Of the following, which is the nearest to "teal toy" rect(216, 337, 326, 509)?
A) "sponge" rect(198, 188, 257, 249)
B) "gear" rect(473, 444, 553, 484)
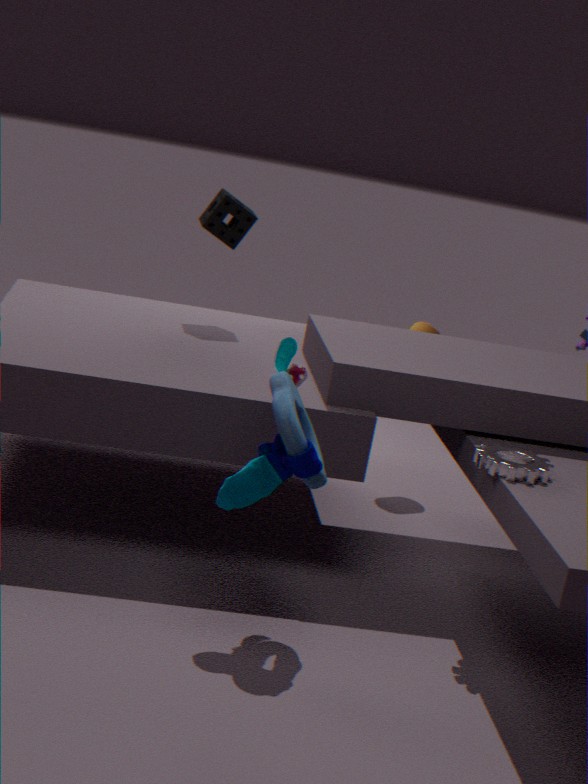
"gear" rect(473, 444, 553, 484)
